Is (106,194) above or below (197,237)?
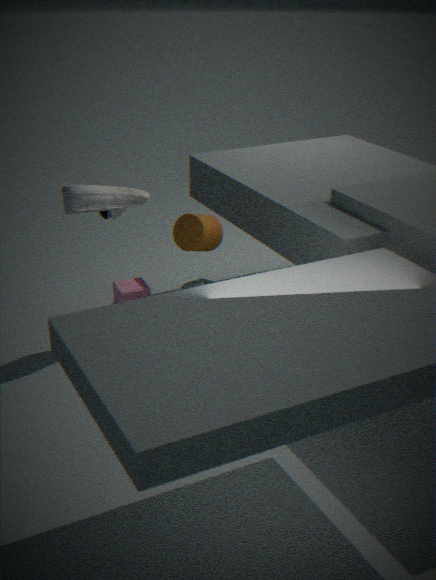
above
